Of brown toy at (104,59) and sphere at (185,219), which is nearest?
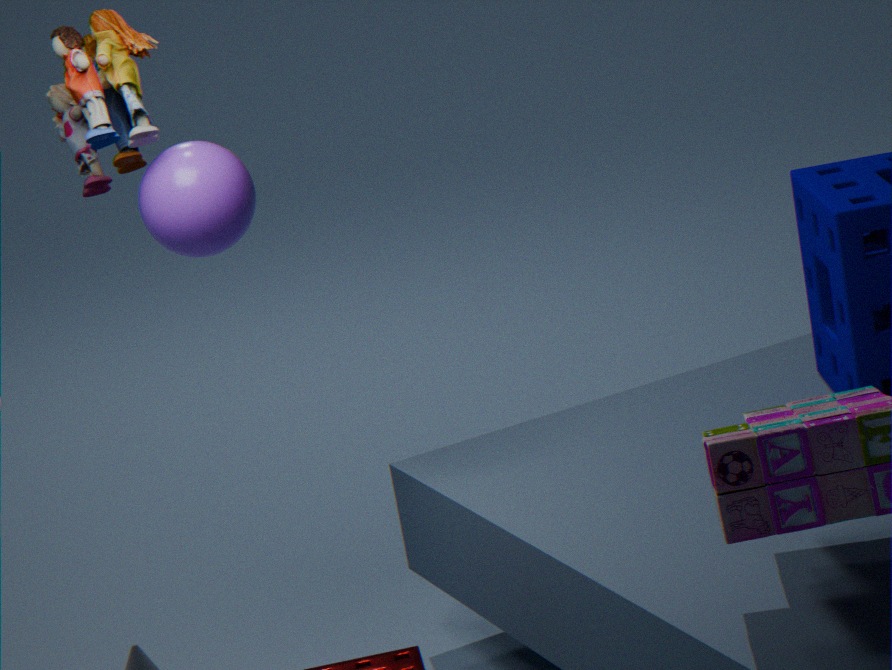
brown toy at (104,59)
